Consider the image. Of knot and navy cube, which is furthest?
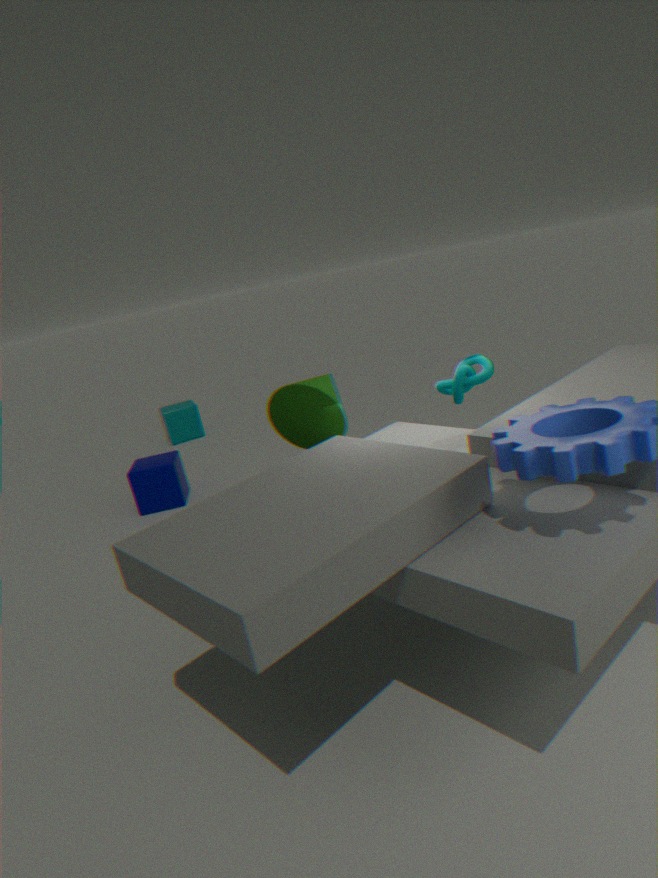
navy cube
